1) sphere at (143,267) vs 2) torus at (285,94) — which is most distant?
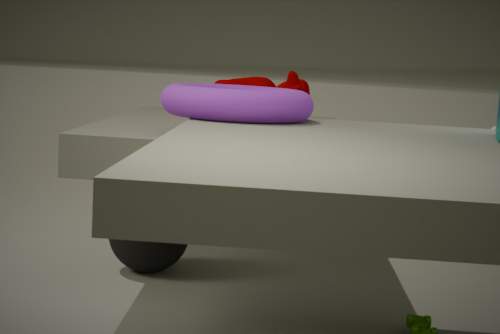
1. sphere at (143,267)
